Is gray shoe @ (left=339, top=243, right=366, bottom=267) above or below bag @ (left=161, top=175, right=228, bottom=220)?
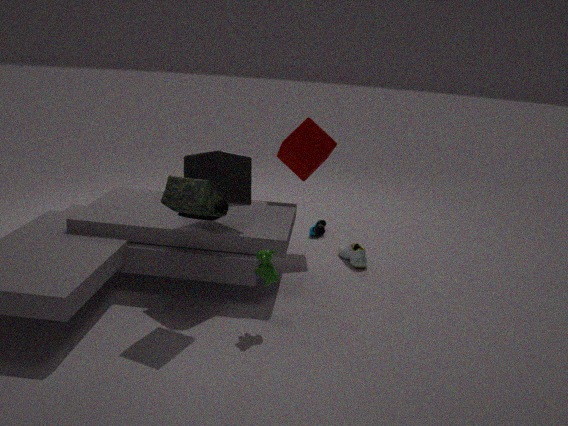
below
